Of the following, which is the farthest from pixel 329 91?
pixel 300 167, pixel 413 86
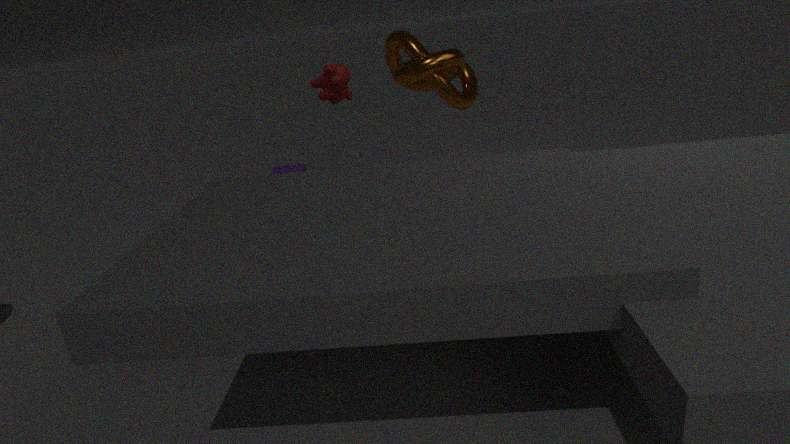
pixel 300 167
